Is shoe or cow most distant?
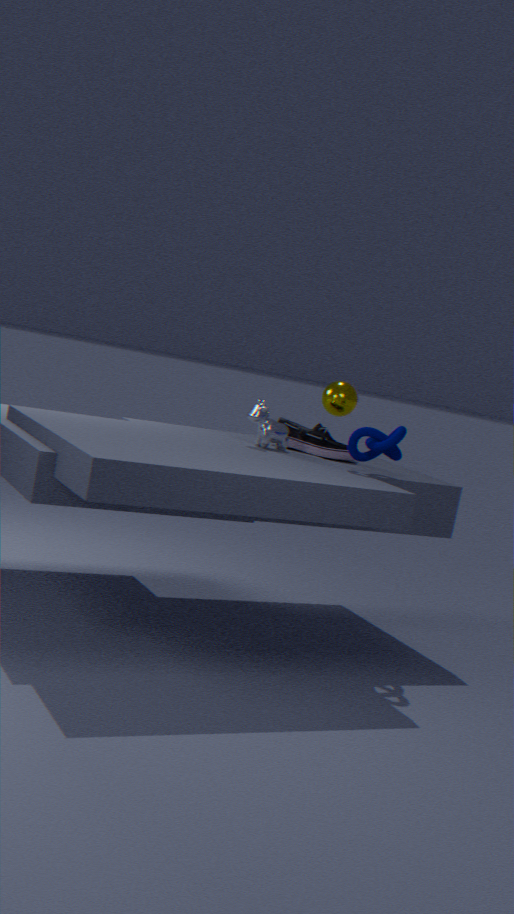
shoe
